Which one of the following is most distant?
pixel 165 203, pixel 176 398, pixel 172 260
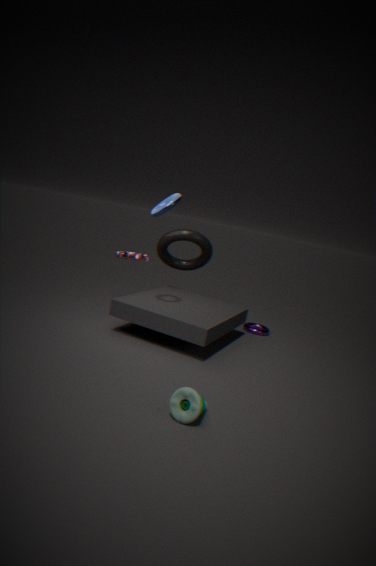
pixel 172 260
